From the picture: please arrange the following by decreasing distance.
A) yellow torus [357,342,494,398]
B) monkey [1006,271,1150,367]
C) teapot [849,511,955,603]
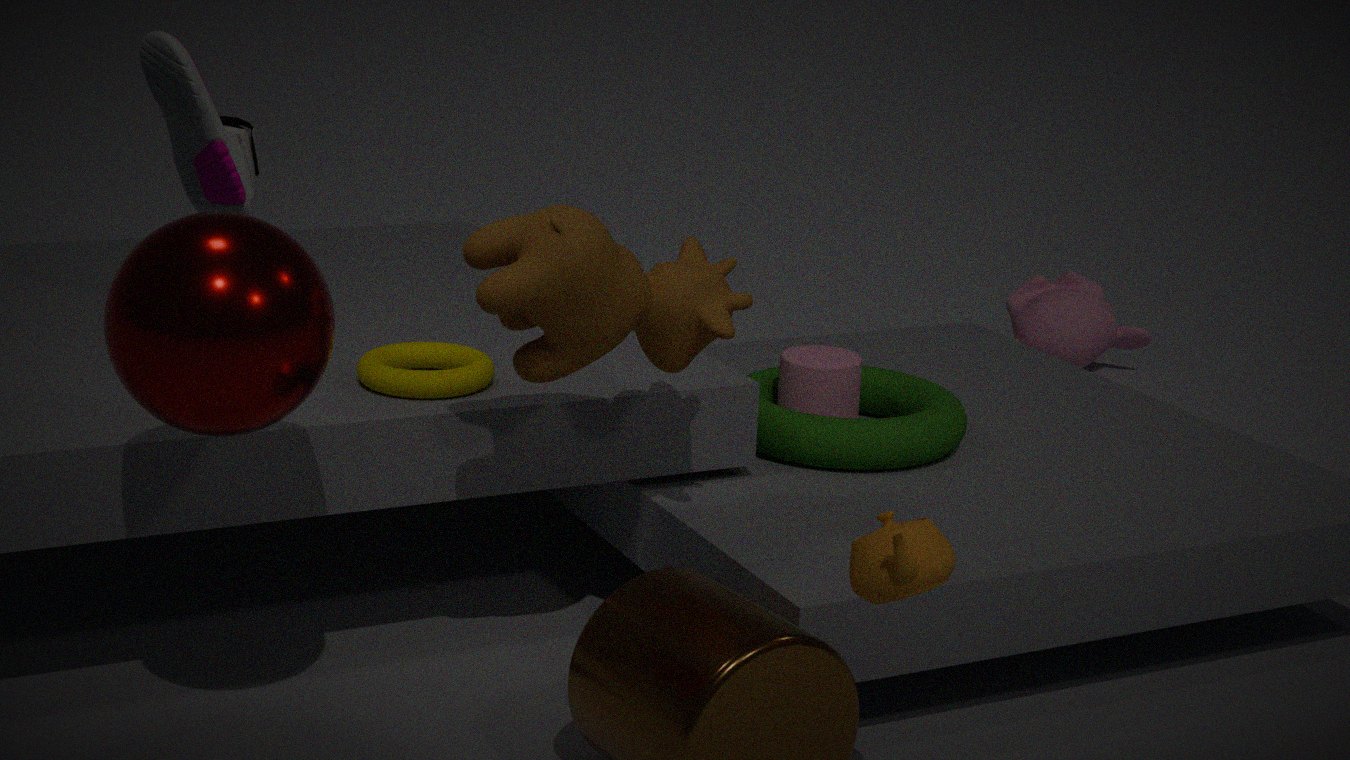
monkey [1006,271,1150,367] < yellow torus [357,342,494,398] < teapot [849,511,955,603]
